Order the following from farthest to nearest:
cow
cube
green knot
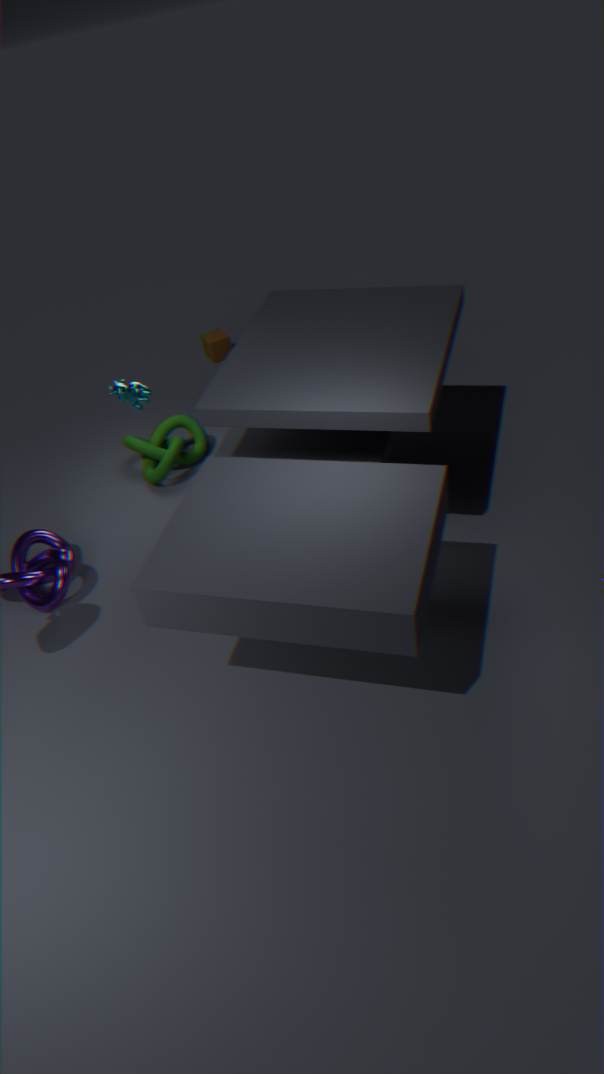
cube
green knot
cow
